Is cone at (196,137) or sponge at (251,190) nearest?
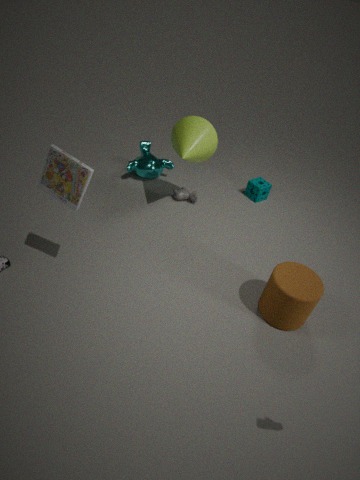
cone at (196,137)
